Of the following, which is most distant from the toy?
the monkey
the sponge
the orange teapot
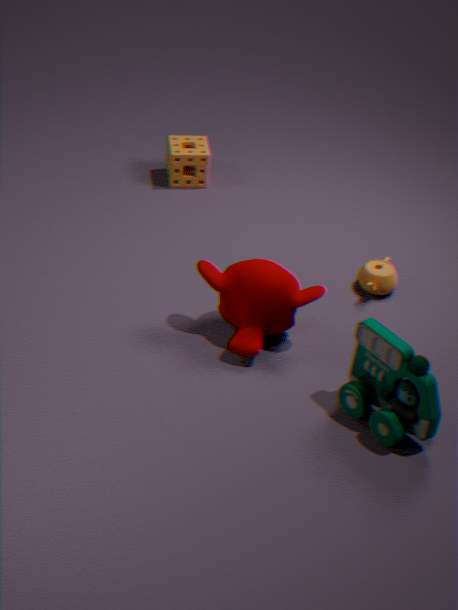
the sponge
